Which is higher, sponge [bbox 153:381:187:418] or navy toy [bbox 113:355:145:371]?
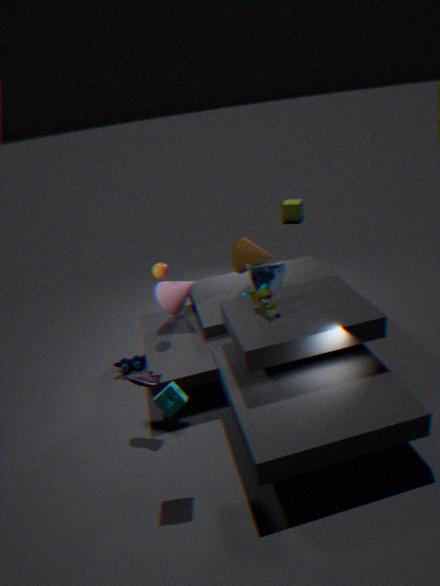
sponge [bbox 153:381:187:418]
